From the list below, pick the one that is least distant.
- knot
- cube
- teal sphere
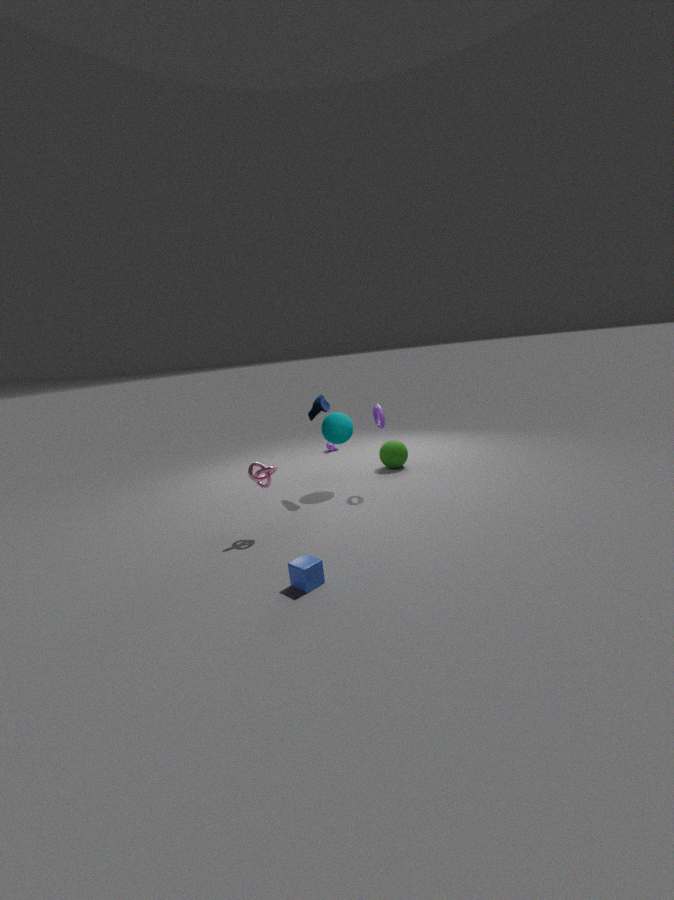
cube
